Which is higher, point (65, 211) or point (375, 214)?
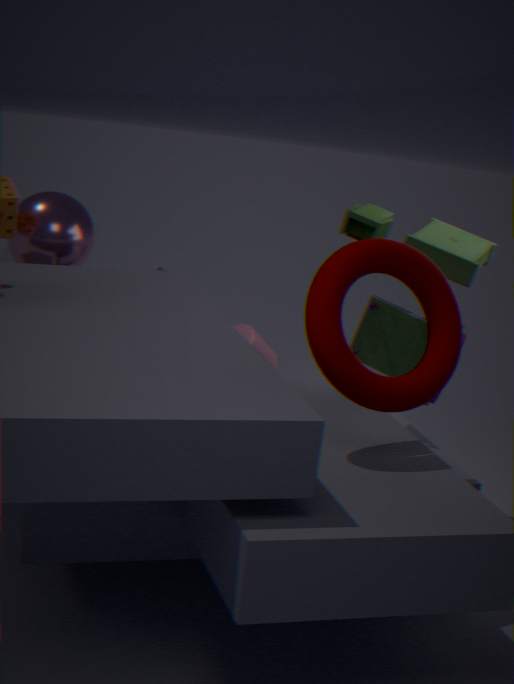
point (375, 214)
